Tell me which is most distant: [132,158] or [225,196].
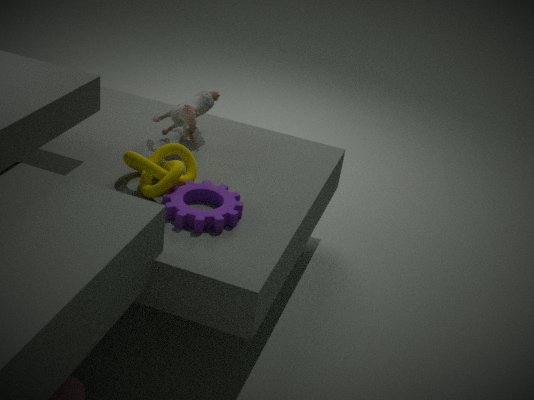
[132,158]
